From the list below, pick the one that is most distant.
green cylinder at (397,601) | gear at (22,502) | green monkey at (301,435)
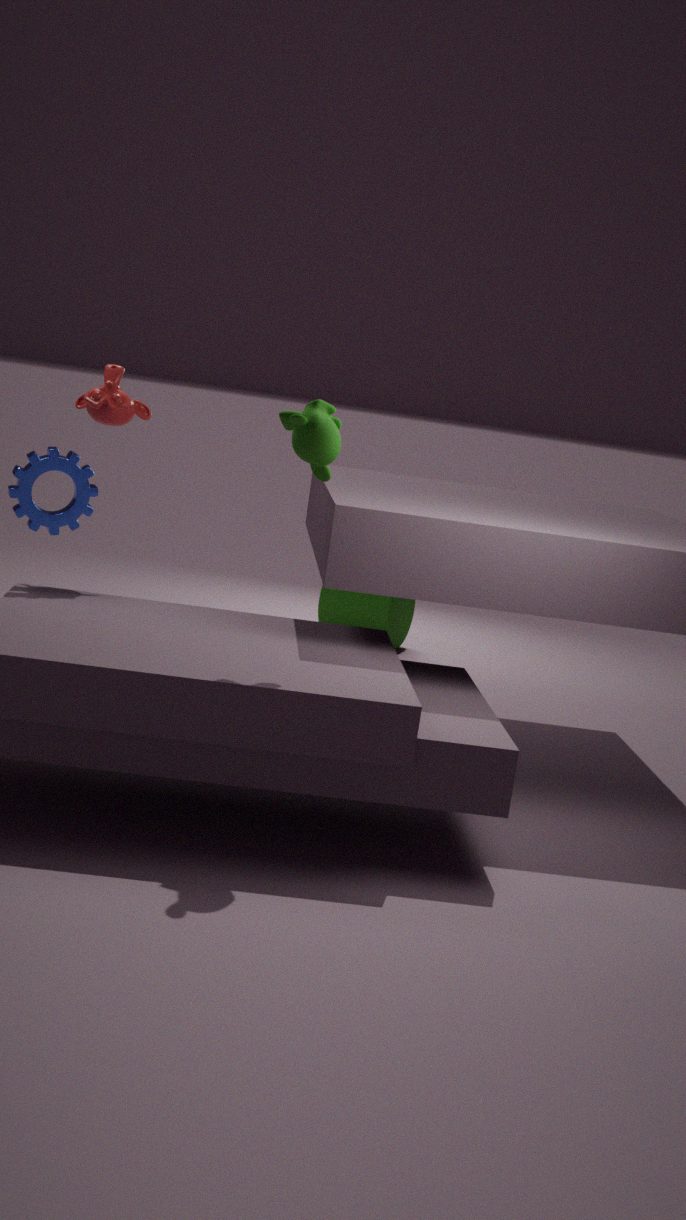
green cylinder at (397,601)
